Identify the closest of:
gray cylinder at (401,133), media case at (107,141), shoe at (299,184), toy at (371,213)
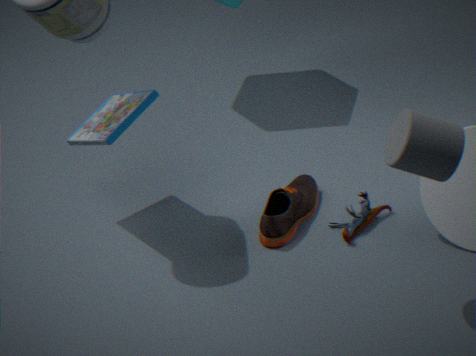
gray cylinder at (401,133)
